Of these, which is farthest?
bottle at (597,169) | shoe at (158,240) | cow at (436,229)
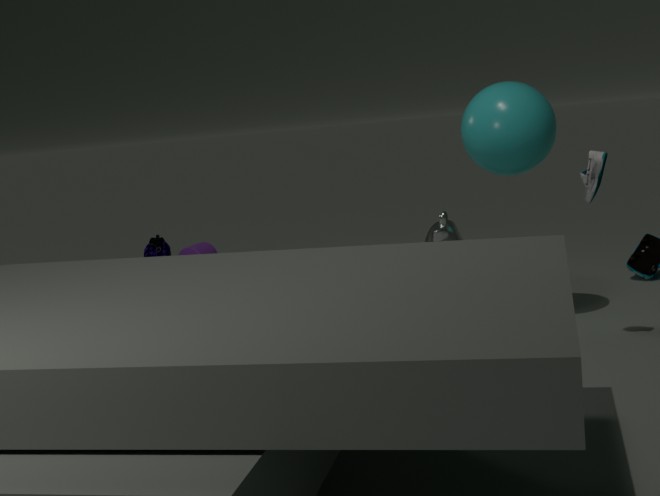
shoe at (158,240)
